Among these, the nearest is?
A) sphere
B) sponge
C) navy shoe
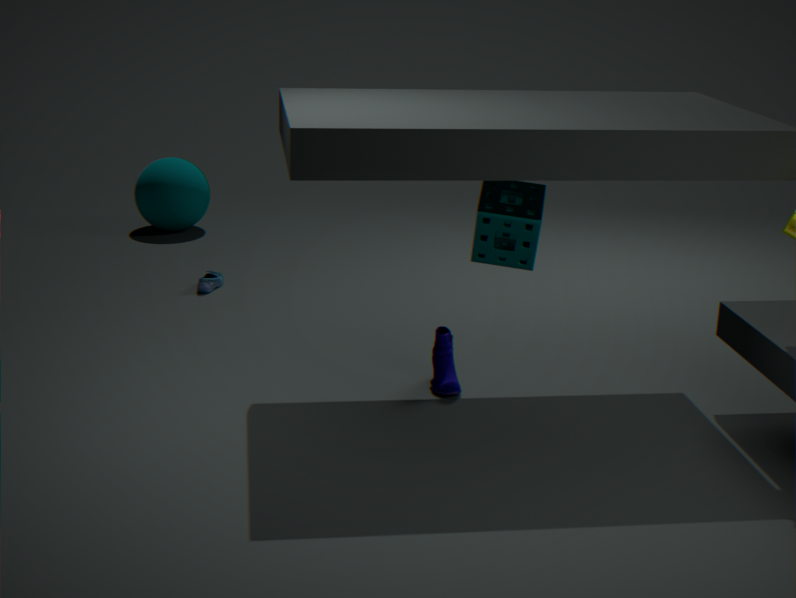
sponge
